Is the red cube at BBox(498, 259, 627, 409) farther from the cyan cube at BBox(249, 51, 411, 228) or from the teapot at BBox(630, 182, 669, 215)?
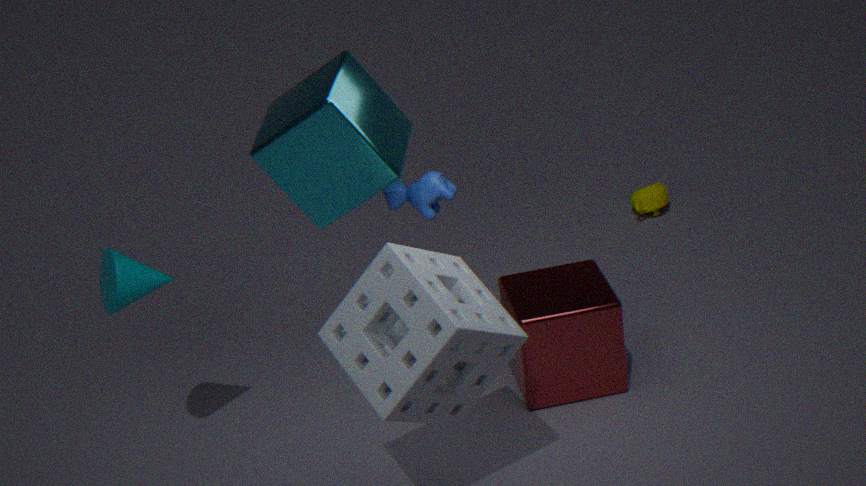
the teapot at BBox(630, 182, 669, 215)
